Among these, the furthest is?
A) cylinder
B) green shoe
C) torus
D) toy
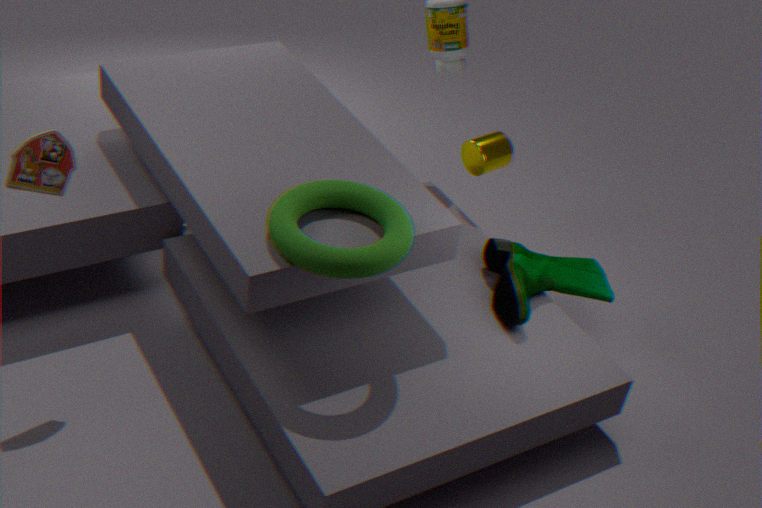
cylinder
